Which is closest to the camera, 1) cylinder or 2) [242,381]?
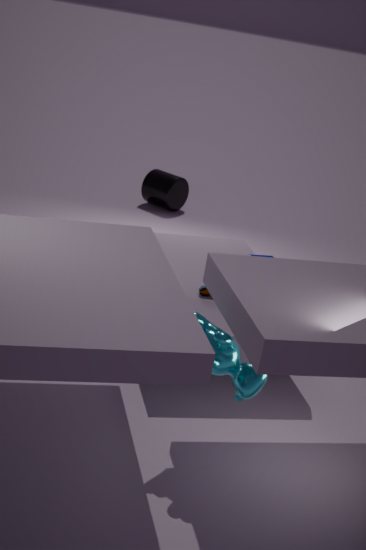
1. cylinder
